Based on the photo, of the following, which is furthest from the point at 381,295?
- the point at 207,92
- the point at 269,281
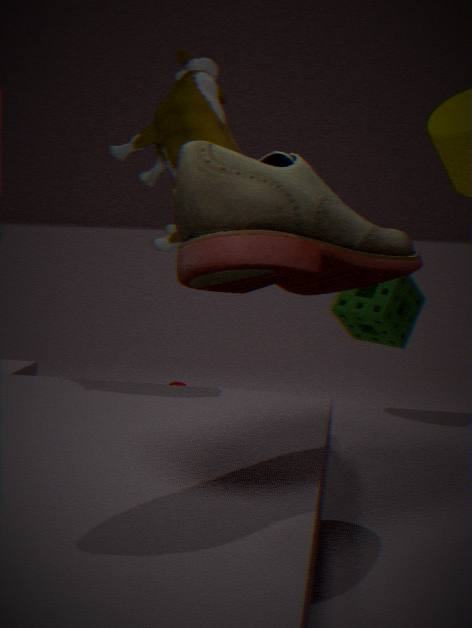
the point at 269,281
